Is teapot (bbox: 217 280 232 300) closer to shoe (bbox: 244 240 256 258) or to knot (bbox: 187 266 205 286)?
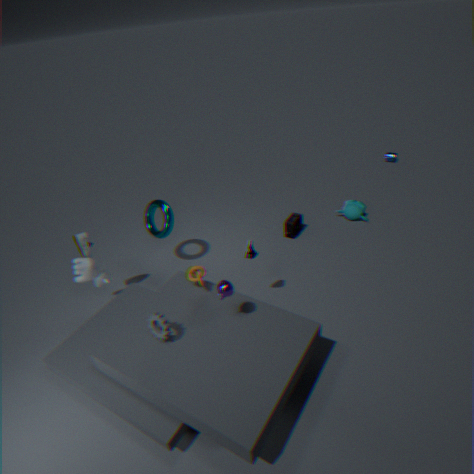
knot (bbox: 187 266 205 286)
